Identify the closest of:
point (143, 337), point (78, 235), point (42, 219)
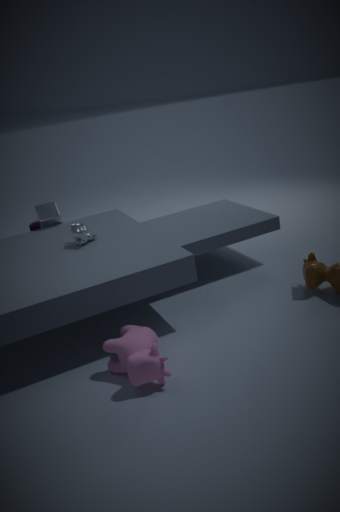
point (143, 337)
